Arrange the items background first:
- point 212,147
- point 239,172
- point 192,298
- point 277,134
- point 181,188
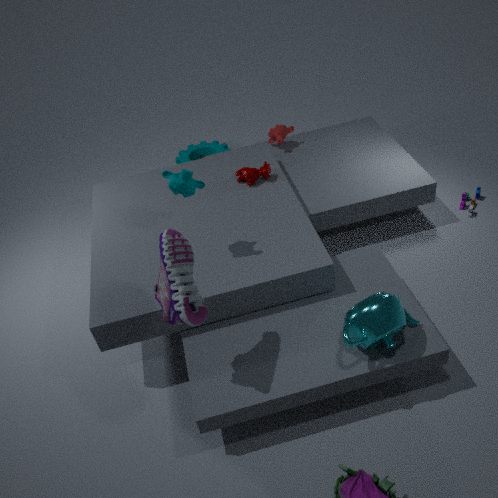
point 212,147, point 277,134, point 239,172, point 181,188, point 192,298
